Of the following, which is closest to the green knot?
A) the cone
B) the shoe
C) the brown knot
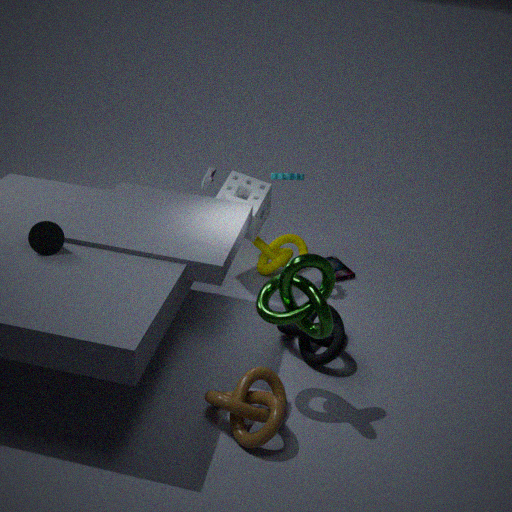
the brown knot
